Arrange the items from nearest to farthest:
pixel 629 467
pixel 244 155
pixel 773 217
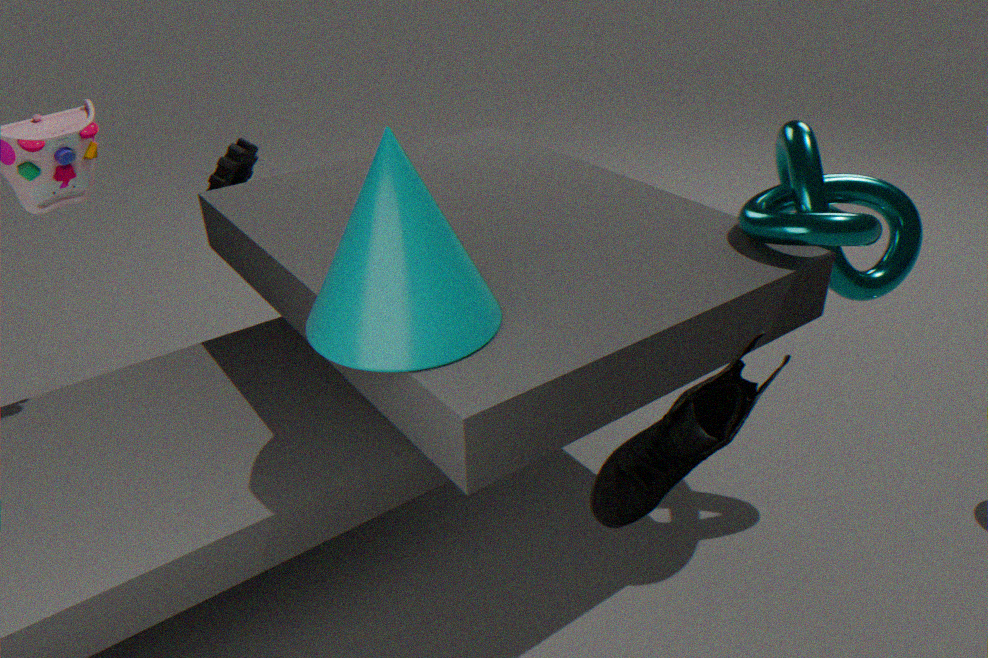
pixel 629 467 → pixel 773 217 → pixel 244 155
